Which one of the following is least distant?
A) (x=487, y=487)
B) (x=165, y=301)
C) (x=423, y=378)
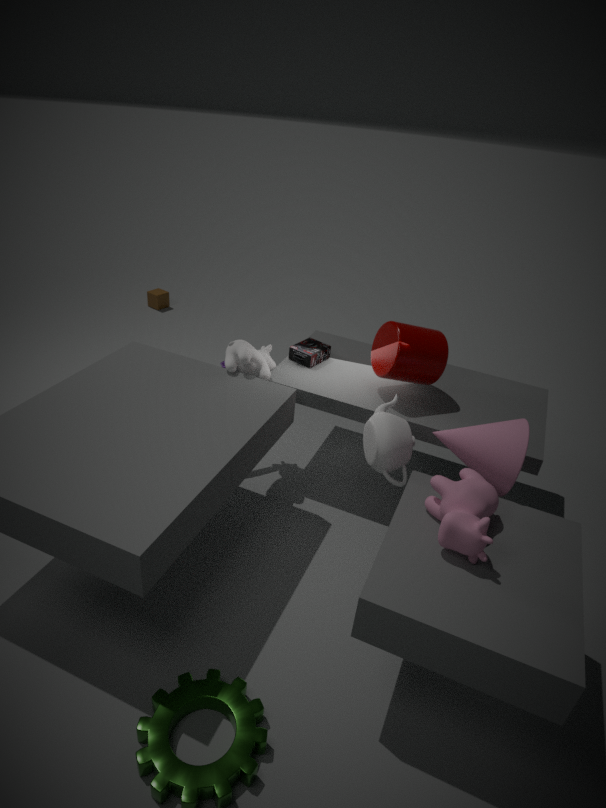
(x=487, y=487)
